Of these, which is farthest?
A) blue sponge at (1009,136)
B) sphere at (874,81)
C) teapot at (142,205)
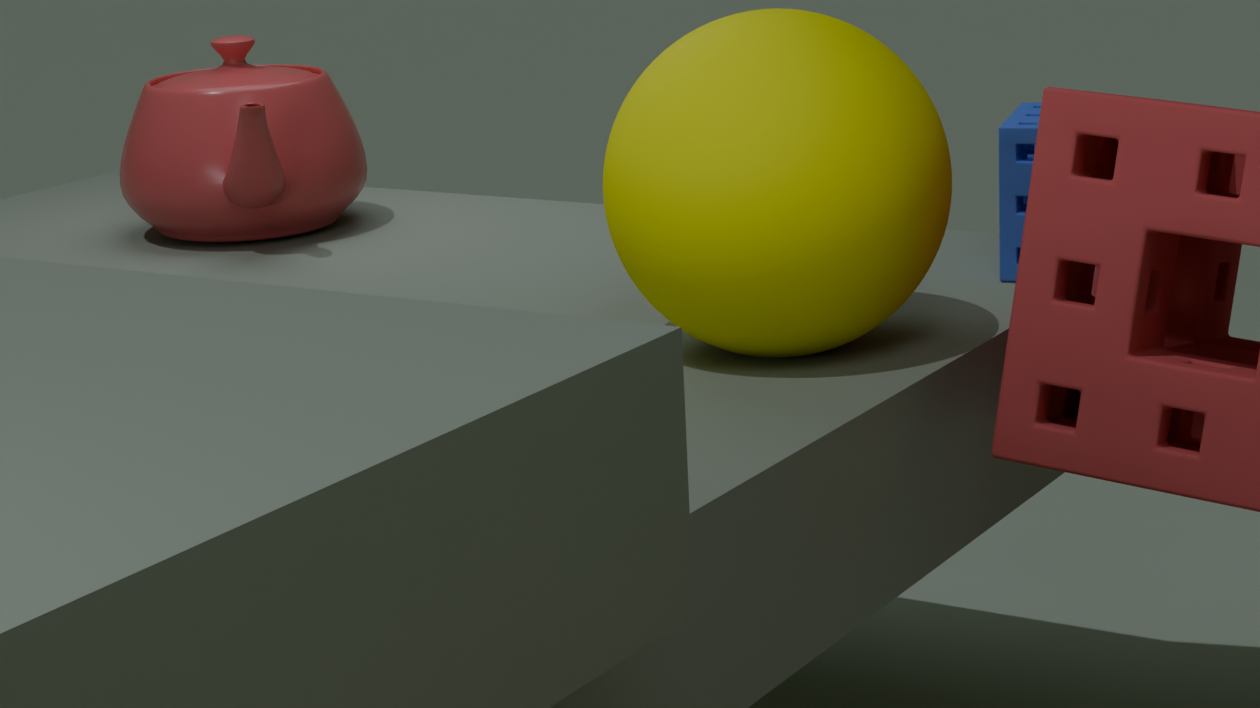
teapot at (142,205)
